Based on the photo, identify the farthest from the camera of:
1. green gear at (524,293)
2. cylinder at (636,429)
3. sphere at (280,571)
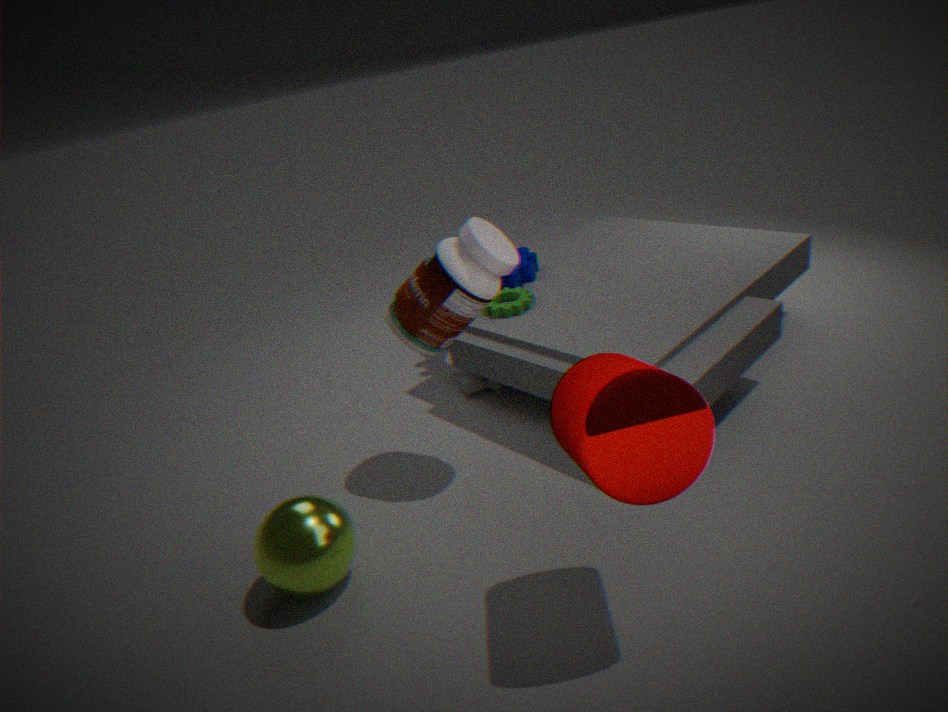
green gear at (524,293)
